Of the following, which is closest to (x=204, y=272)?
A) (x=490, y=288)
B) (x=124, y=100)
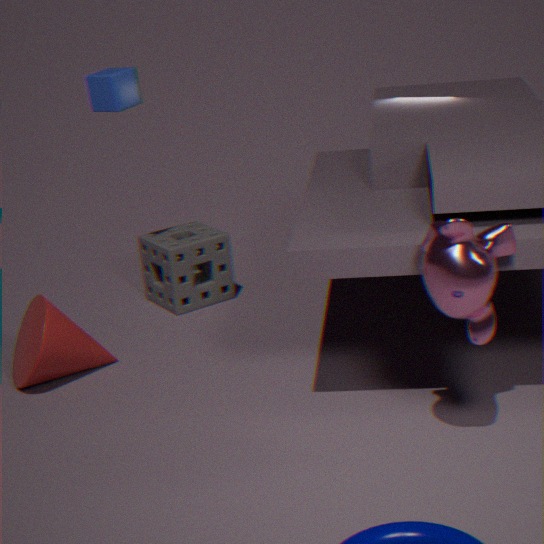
(x=124, y=100)
